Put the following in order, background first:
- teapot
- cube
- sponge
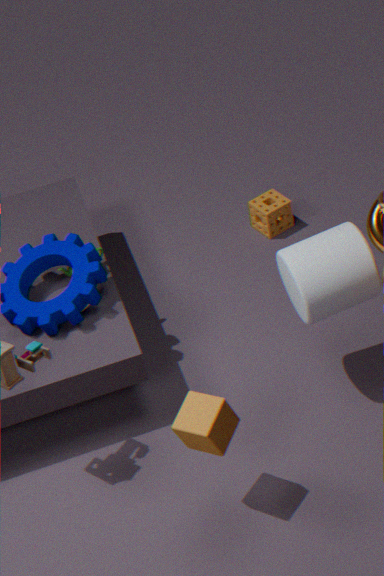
sponge
teapot
cube
